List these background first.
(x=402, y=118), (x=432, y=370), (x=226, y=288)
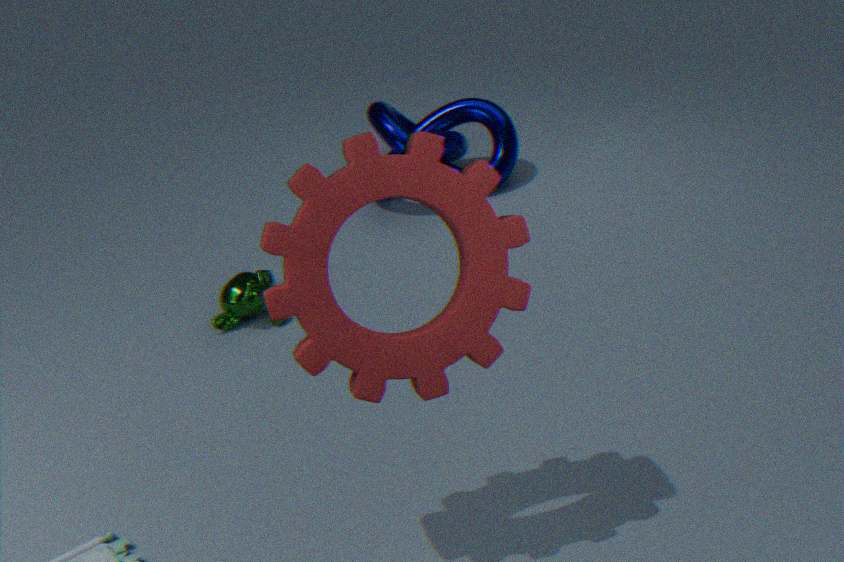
(x=402, y=118), (x=226, y=288), (x=432, y=370)
